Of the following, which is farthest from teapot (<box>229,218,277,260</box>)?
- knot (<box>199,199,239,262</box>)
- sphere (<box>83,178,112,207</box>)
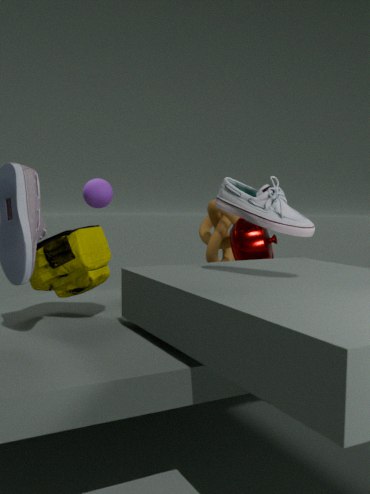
sphere (<box>83,178,112,207</box>)
